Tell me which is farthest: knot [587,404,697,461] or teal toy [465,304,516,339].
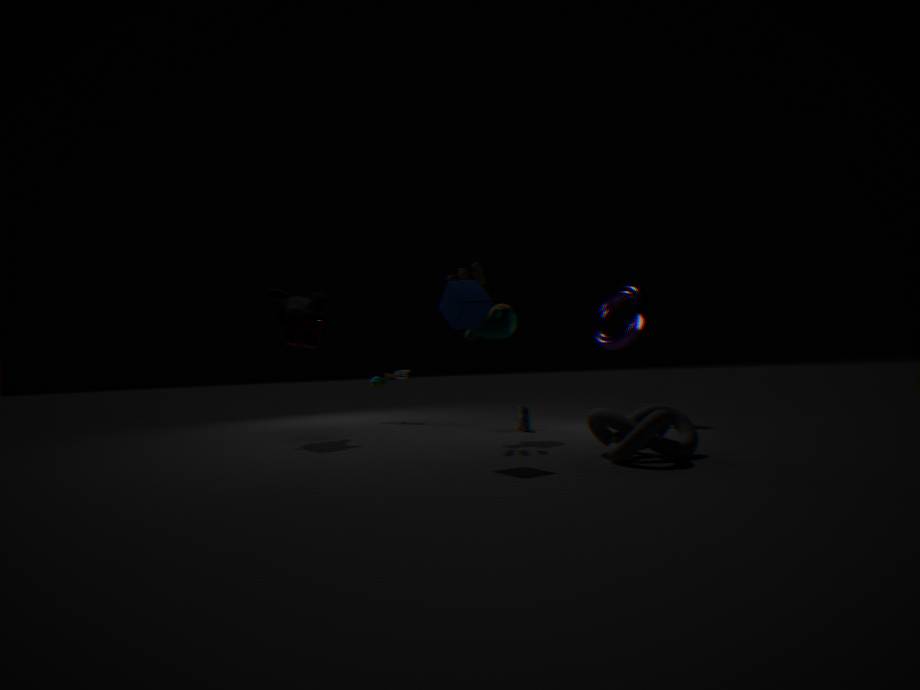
teal toy [465,304,516,339]
